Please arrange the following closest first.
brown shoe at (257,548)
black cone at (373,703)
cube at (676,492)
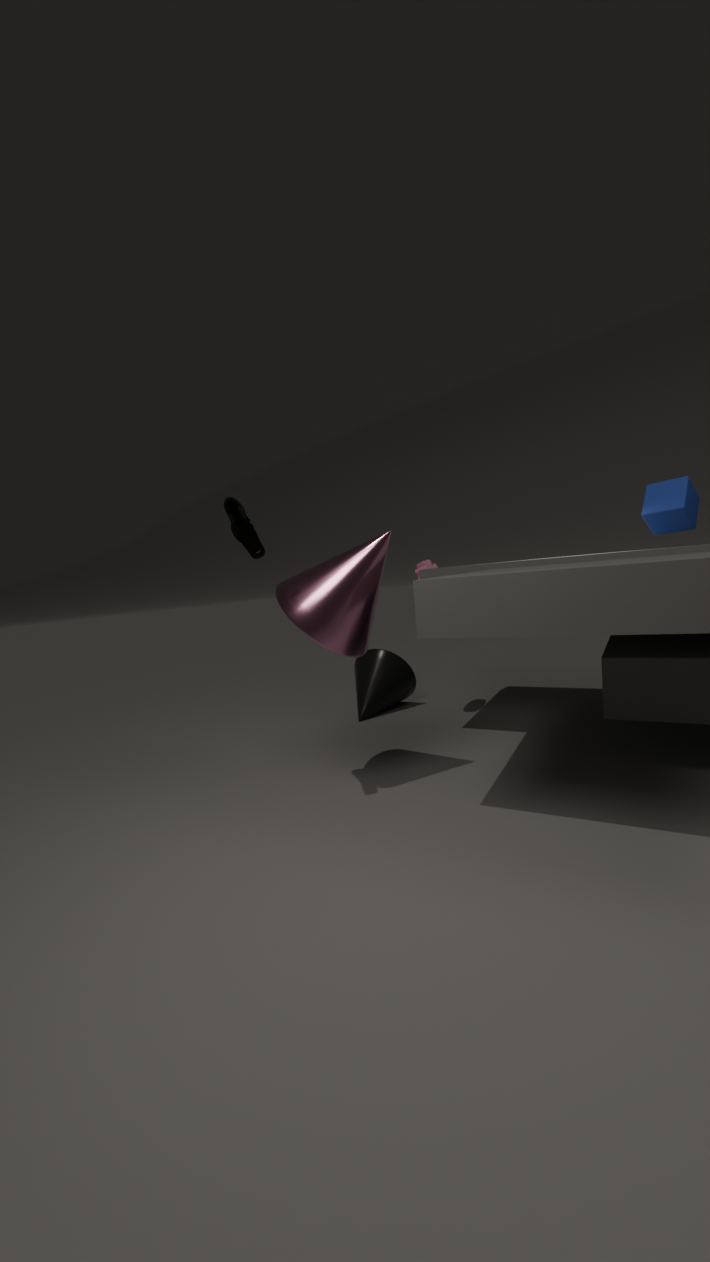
1. brown shoe at (257,548)
2. cube at (676,492)
3. black cone at (373,703)
